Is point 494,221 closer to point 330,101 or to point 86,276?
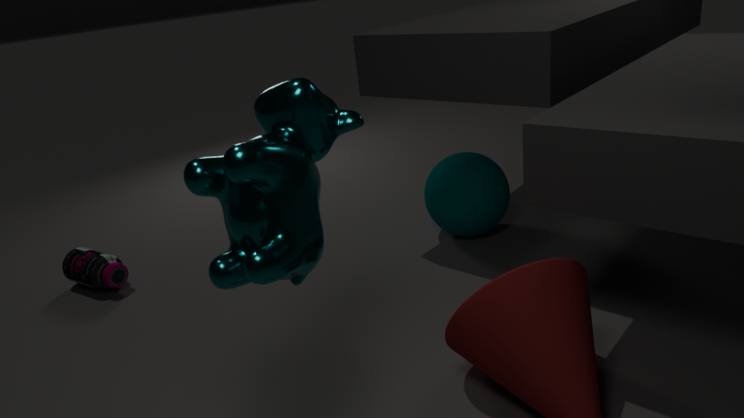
point 330,101
